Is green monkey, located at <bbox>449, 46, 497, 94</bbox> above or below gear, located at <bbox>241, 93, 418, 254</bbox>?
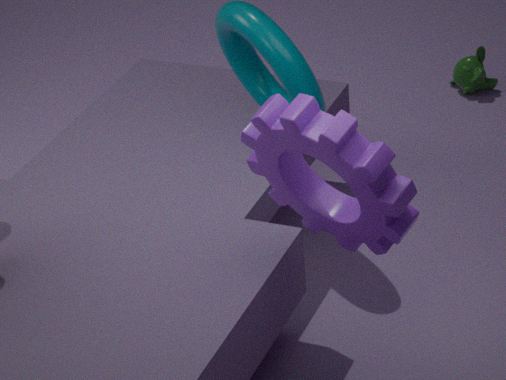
below
